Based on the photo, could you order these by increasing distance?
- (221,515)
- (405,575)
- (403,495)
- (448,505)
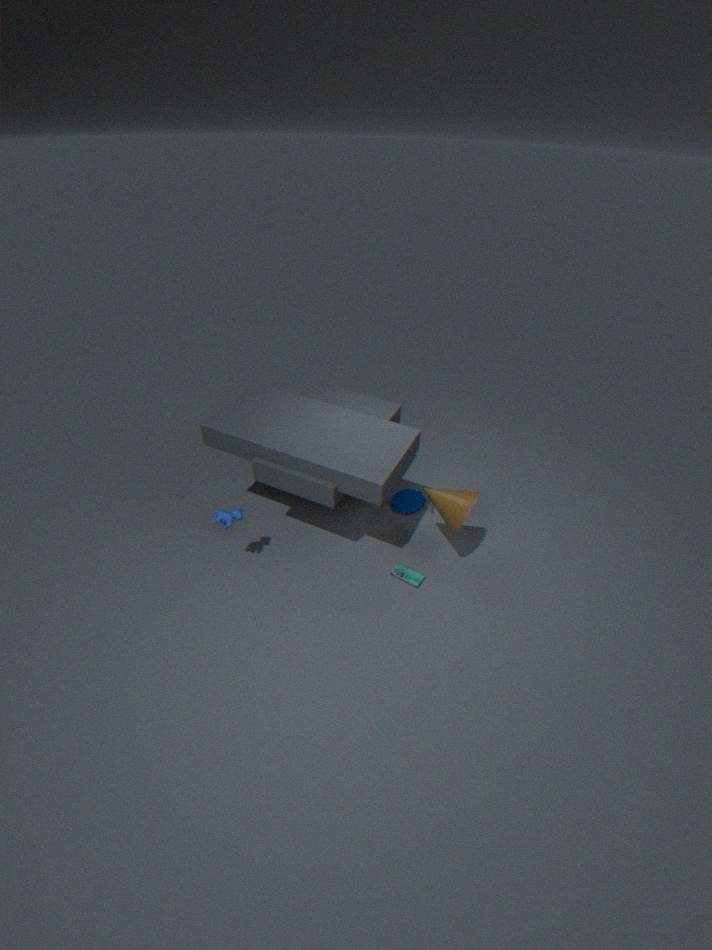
(221,515) → (448,505) → (405,575) → (403,495)
